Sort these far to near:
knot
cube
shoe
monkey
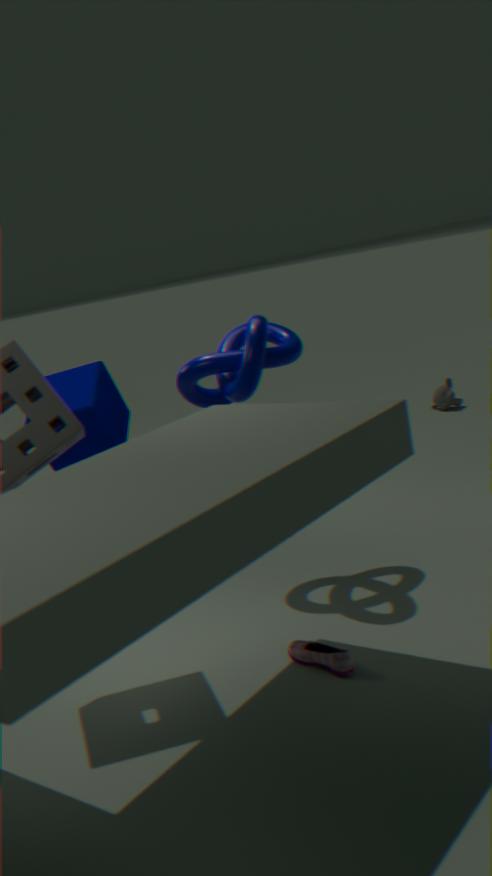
monkey → cube → knot → shoe
